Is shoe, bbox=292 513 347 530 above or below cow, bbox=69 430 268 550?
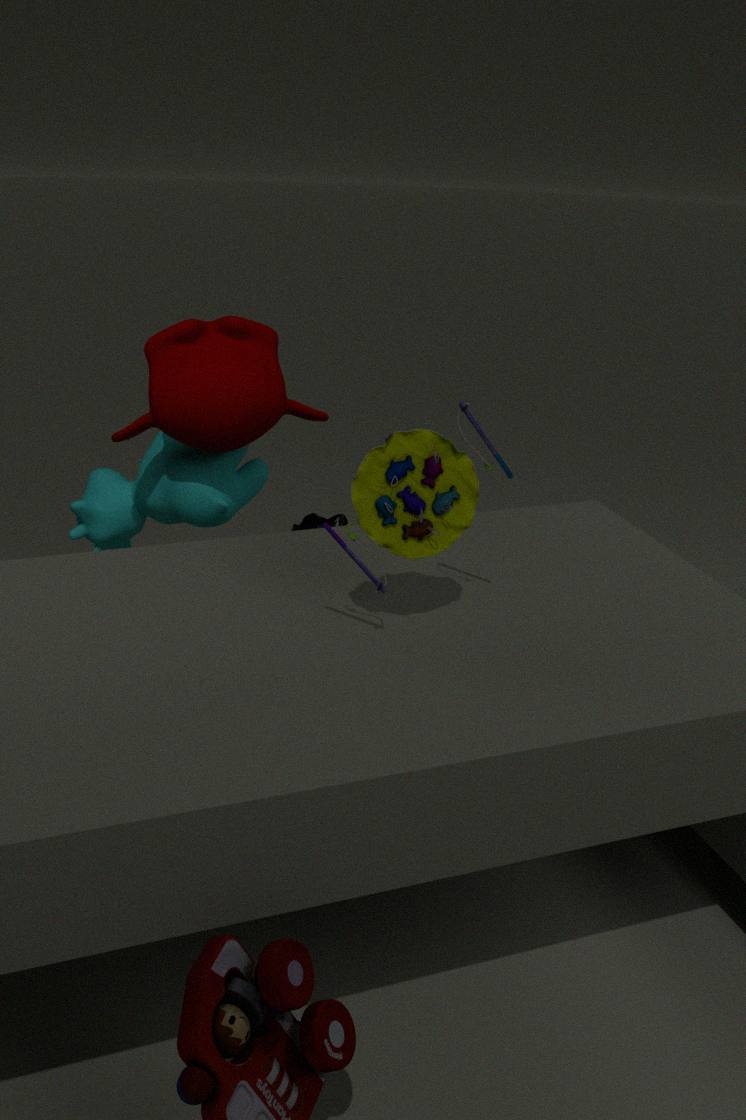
below
